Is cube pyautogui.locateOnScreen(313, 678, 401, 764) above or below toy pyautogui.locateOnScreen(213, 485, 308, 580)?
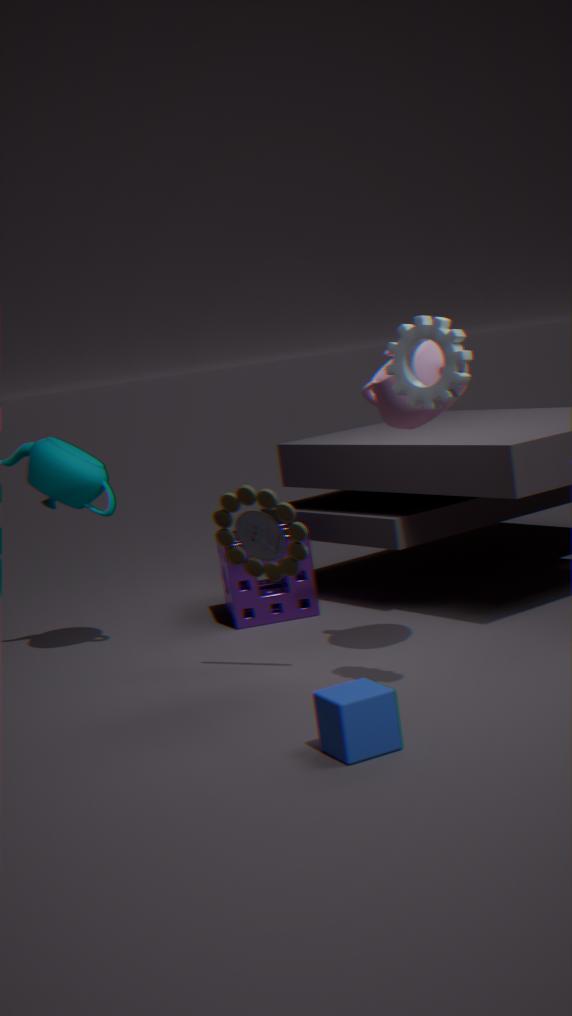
below
